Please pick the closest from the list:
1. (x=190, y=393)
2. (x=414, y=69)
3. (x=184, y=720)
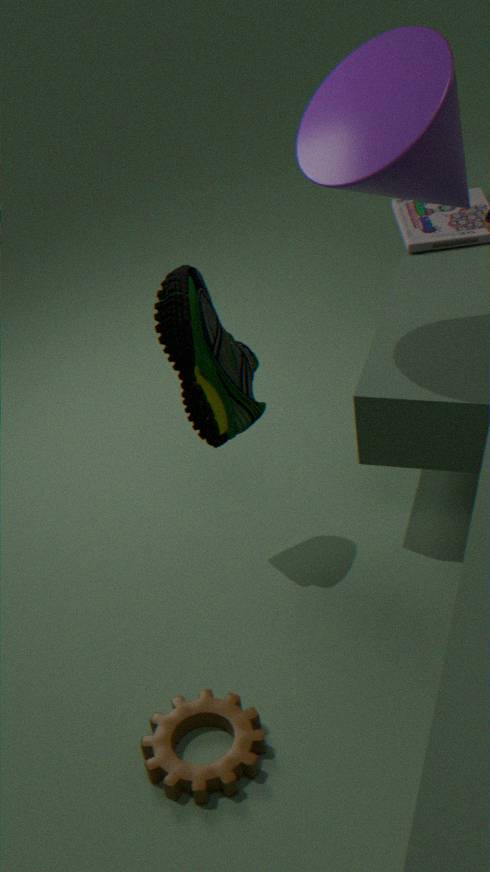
(x=414, y=69)
